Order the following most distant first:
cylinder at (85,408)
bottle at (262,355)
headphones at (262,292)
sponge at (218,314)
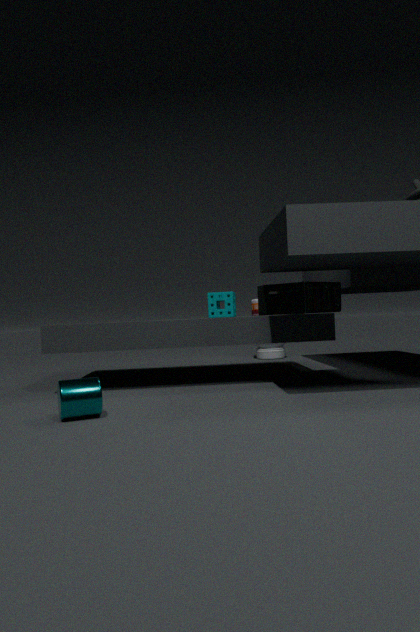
1. bottle at (262,355)
2. sponge at (218,314)
3. headphones at (262,292)
4. cylinder at (85,408)
